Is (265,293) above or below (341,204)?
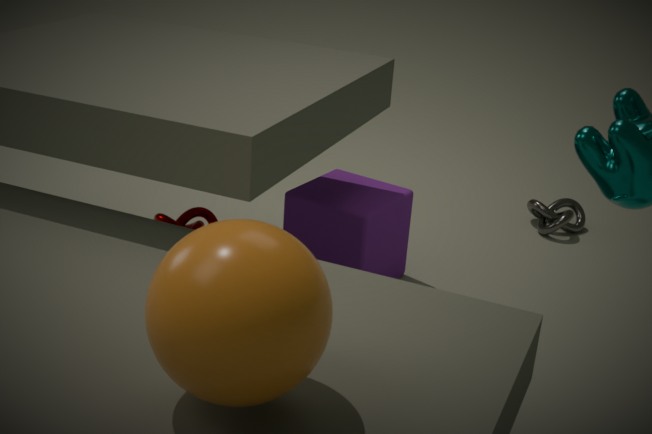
above
